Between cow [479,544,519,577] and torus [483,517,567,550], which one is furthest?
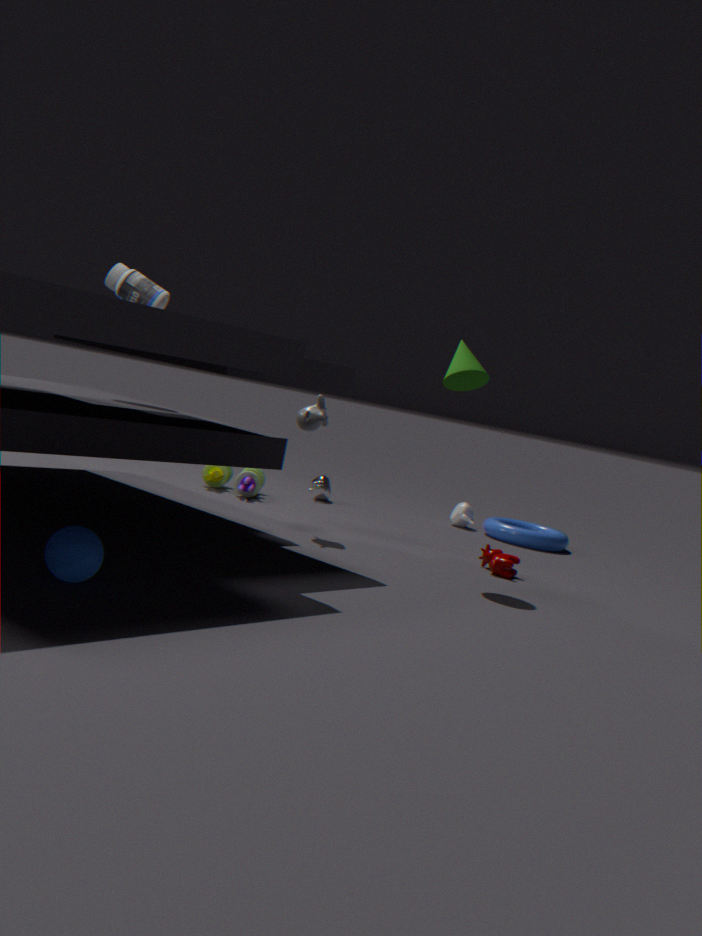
torus [483,517,567,550]
